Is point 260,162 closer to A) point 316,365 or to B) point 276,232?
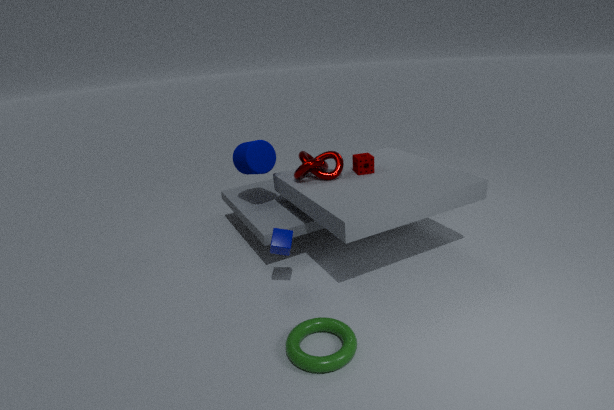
B) point 276,232
